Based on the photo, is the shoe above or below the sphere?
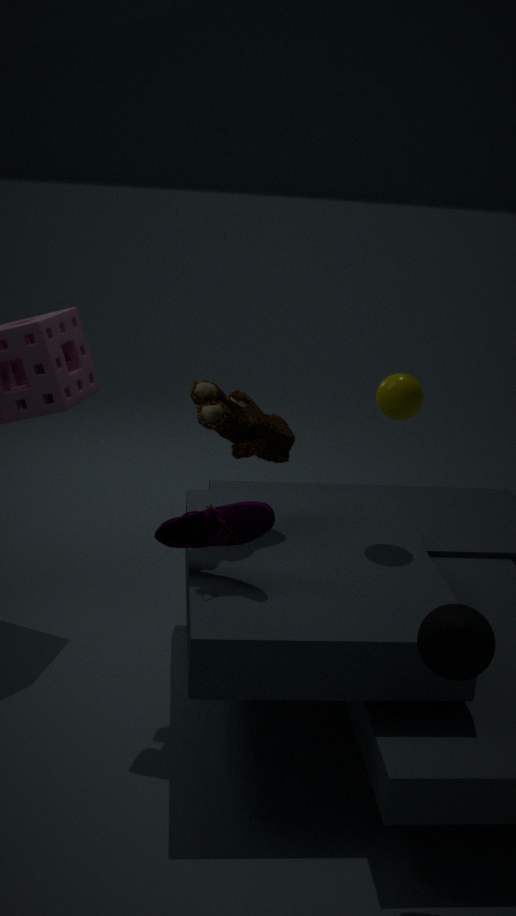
below
